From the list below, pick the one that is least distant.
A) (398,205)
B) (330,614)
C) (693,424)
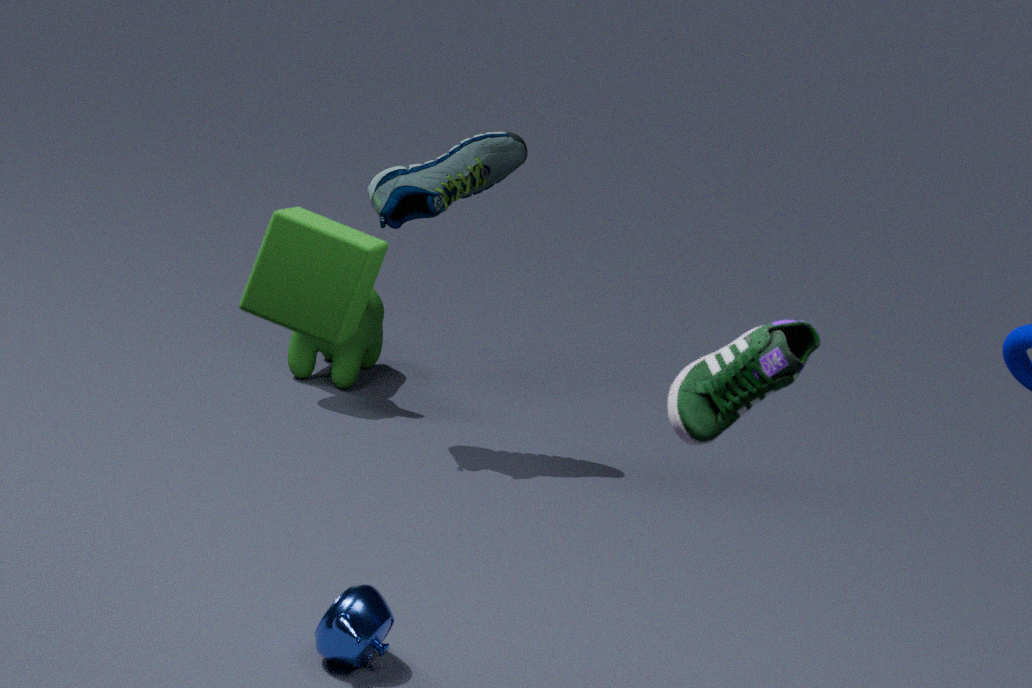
(693,424)
